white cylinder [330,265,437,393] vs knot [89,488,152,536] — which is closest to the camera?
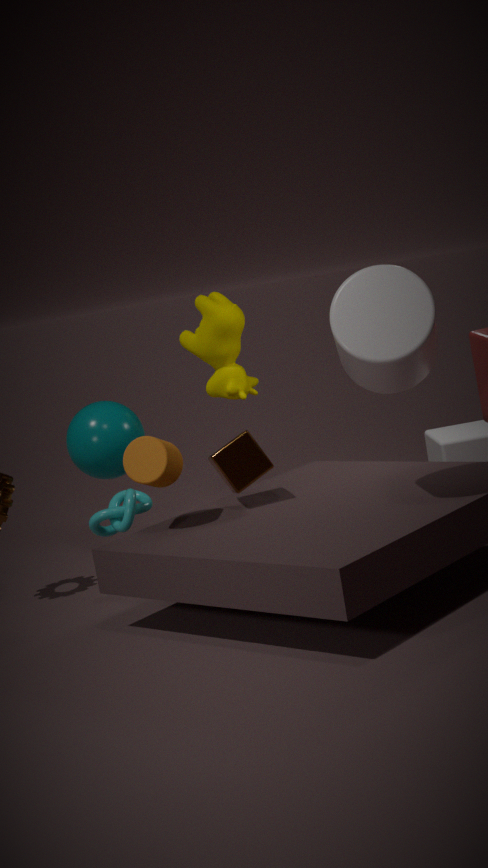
white cylinder [330,265,437,393]
